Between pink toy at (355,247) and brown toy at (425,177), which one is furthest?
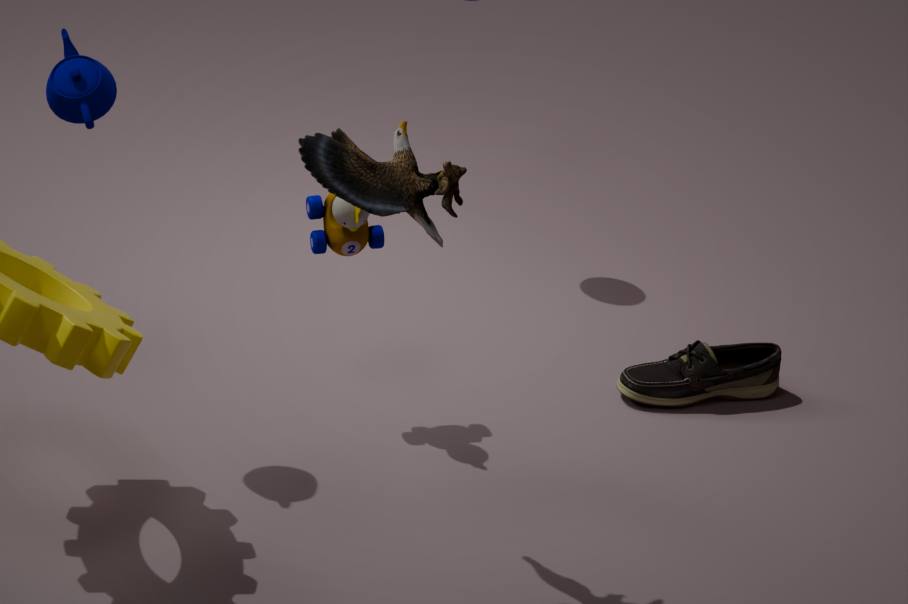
pink toy at (355,247)
